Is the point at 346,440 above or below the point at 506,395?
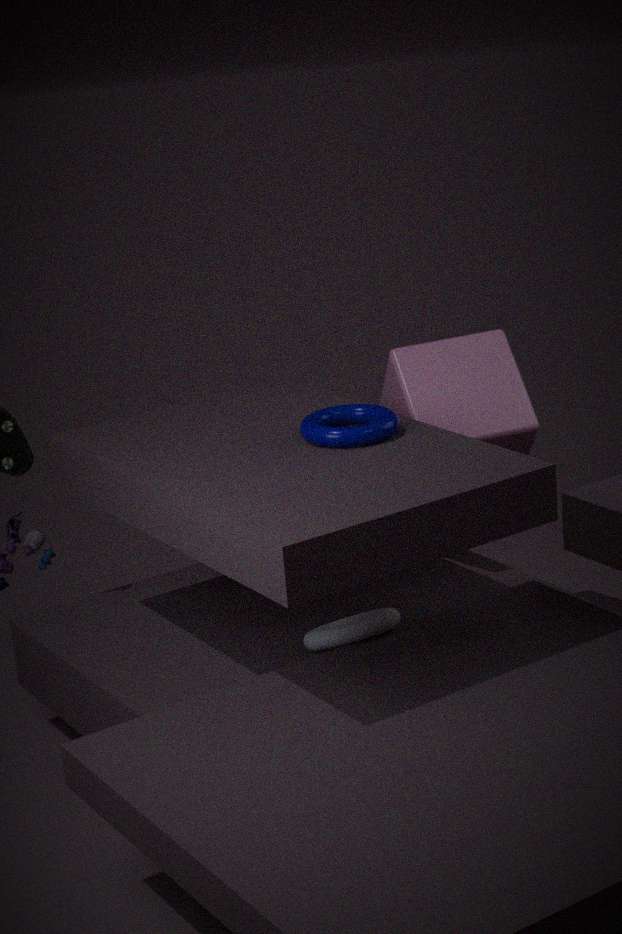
above
